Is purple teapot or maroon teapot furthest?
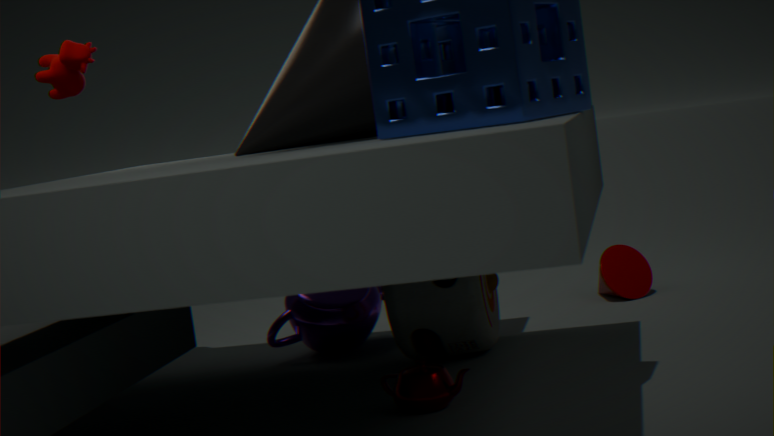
purple teapot
